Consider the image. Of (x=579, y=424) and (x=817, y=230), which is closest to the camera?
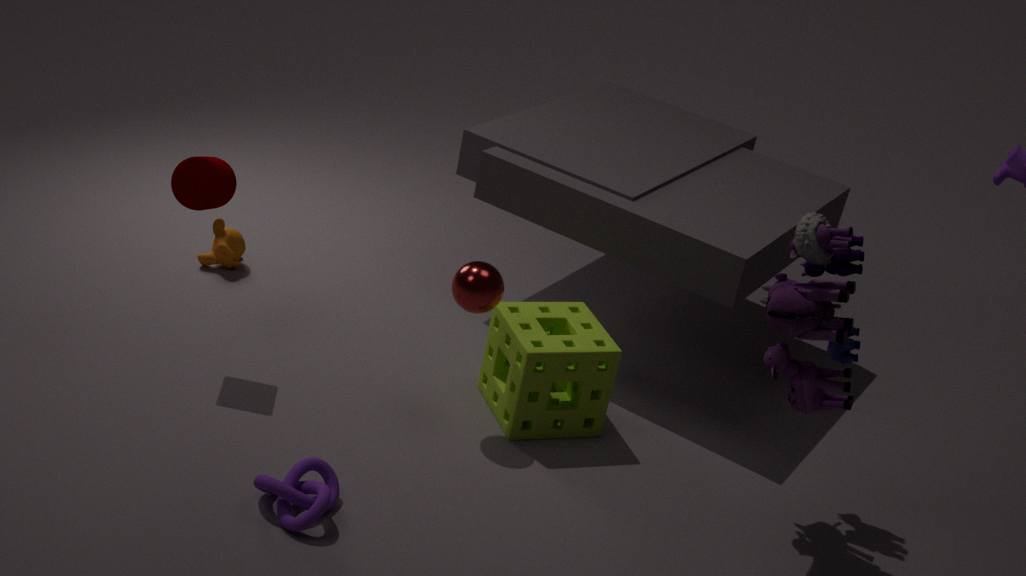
(x=817, y=230)
